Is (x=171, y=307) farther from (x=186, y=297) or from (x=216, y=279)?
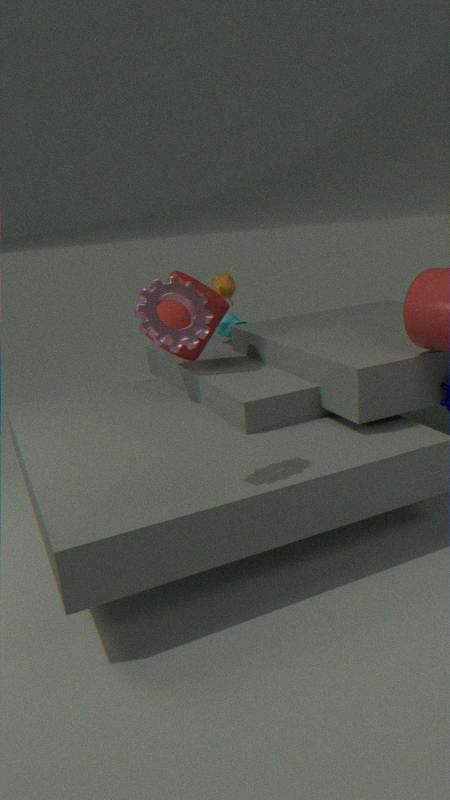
(x=186, y=297)
